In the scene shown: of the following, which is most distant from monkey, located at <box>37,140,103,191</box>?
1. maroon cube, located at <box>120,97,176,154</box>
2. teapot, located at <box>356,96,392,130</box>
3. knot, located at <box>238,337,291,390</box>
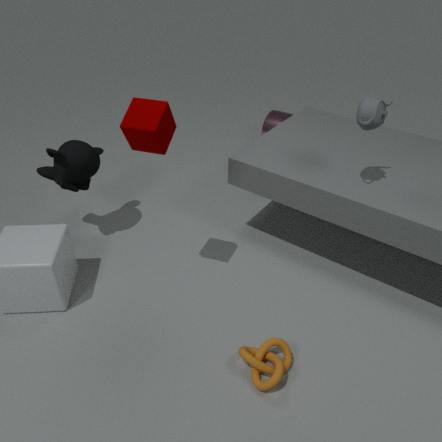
teapot, located at <box>356,96,392,130</box>
